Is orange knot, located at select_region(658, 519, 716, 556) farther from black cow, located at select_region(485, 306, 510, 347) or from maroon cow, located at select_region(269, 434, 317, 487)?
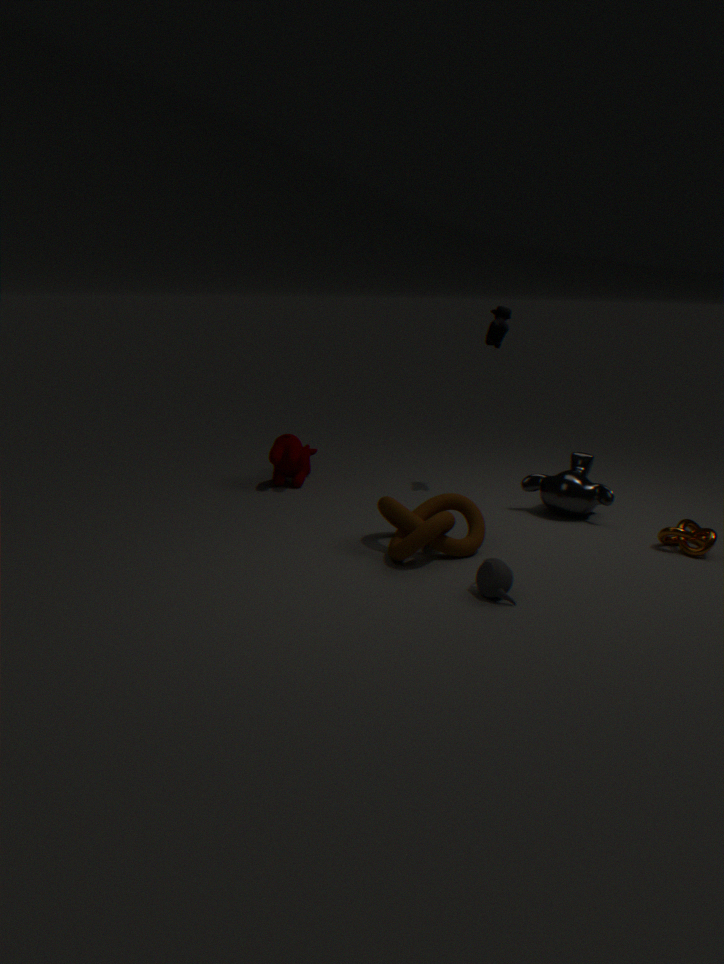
maroon cow, located at select_region(269, 434, 317, 487)
